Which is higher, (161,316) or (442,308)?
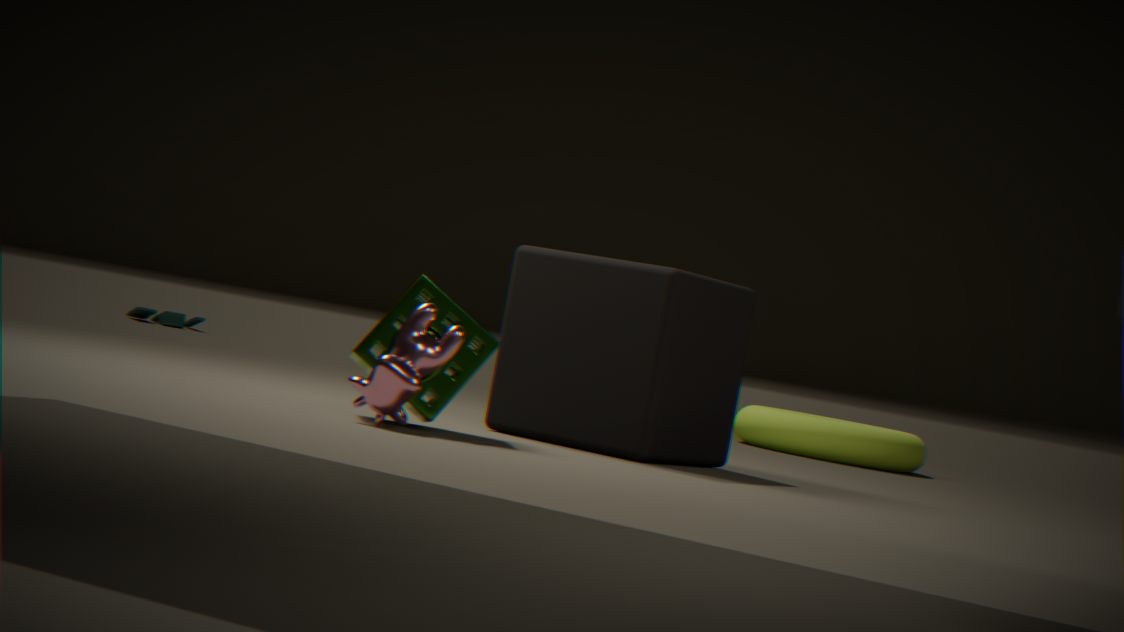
(442,308)
